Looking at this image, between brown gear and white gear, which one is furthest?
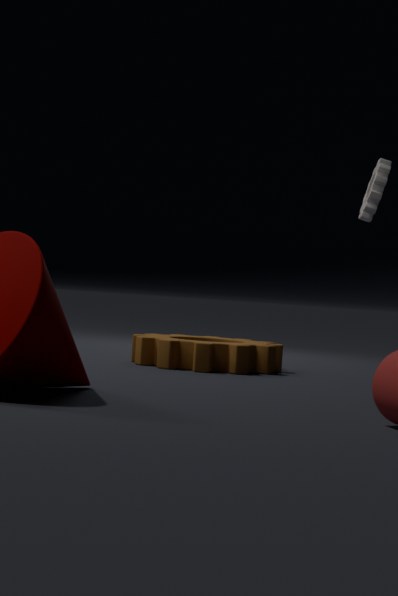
white gear
